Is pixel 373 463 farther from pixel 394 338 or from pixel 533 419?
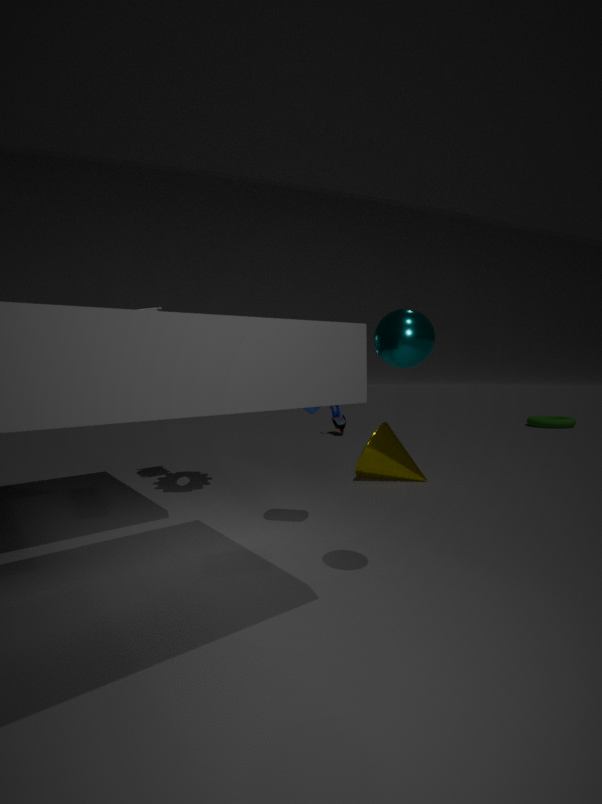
pixel 533 419
